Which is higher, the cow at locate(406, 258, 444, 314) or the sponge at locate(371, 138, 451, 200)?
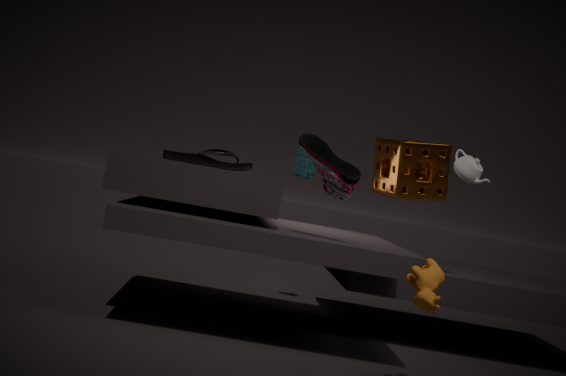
the sponge at locate(371, 138, 451, 200)
